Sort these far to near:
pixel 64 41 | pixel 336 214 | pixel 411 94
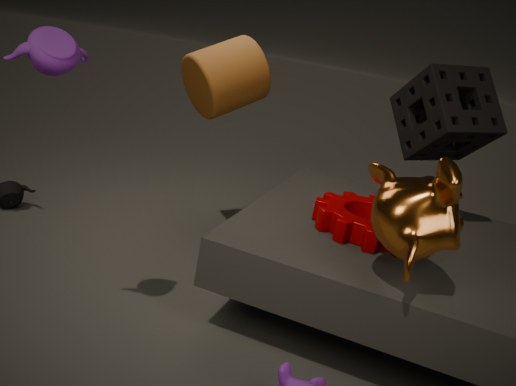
pixel 411 94, pixel 336 214, pixel 64 41
